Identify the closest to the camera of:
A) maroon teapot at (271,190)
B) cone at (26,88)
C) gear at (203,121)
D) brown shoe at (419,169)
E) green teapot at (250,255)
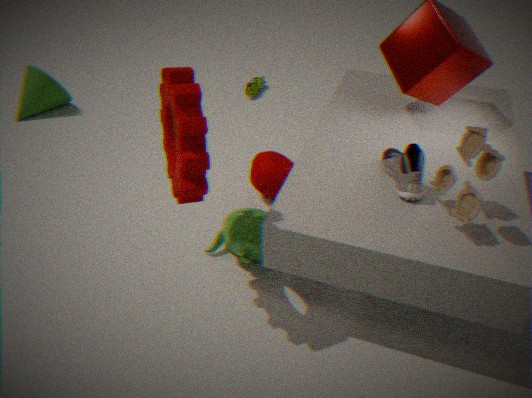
gear at (203,121)
